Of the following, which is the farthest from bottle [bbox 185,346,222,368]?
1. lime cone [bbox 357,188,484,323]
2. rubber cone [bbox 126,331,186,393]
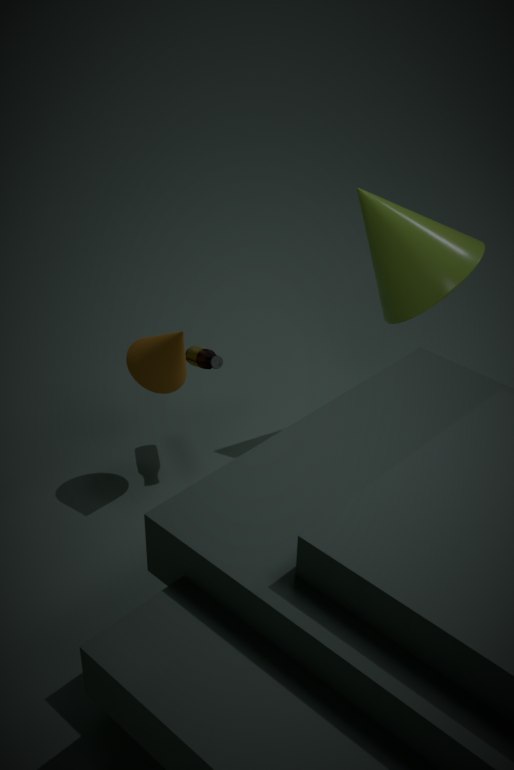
lime cone [bbox 357,188,484,323]
